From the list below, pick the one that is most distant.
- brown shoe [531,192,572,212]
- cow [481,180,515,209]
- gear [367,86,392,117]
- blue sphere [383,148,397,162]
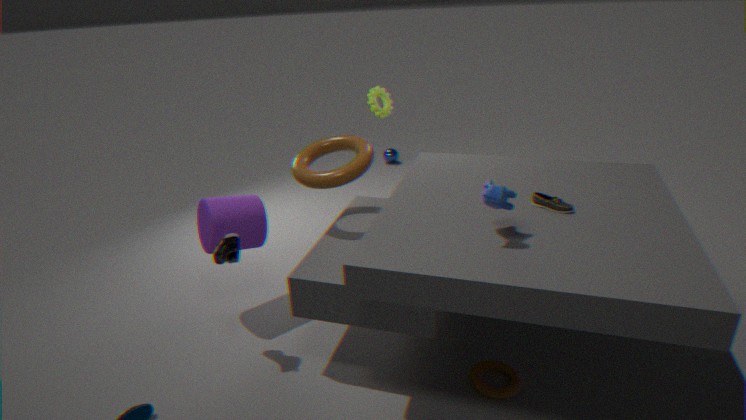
blue sphere [383,148,397,162]
